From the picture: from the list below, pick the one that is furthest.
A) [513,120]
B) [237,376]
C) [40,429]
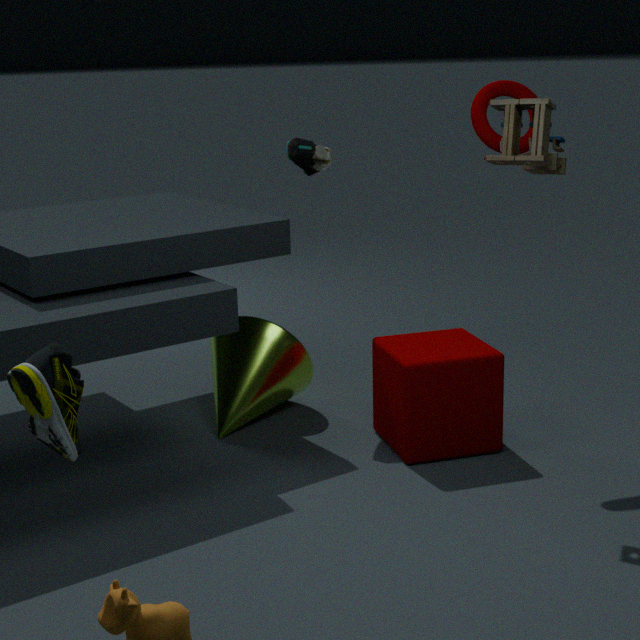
[237,376]
